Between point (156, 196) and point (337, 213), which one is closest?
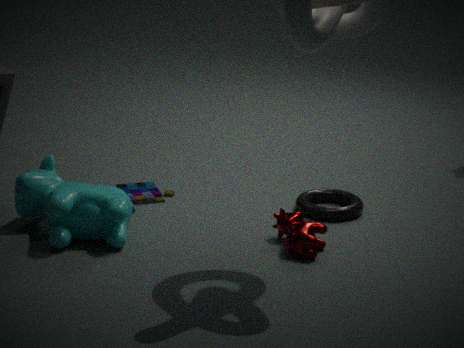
point (337, 213)
